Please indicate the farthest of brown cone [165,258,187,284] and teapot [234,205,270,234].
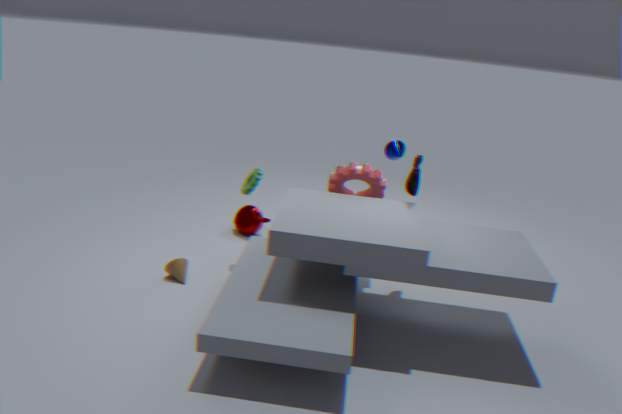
teapot [234,205,270,234]
